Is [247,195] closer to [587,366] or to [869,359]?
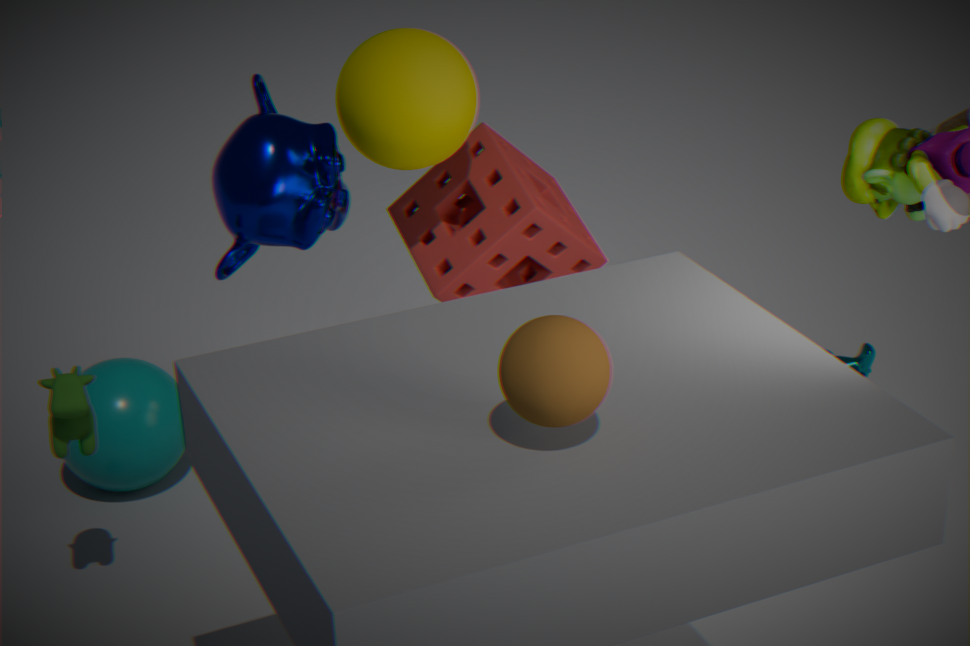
[587,366]
